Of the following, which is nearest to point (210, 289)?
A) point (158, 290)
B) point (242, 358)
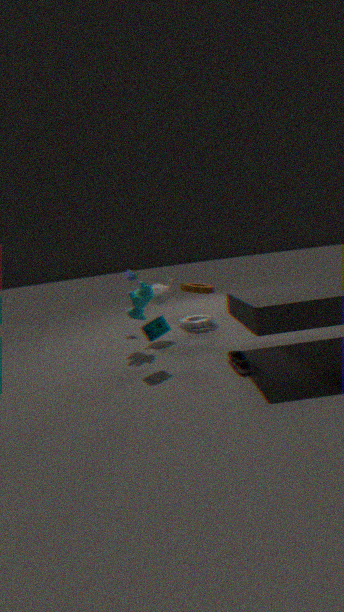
point (158, 290)
